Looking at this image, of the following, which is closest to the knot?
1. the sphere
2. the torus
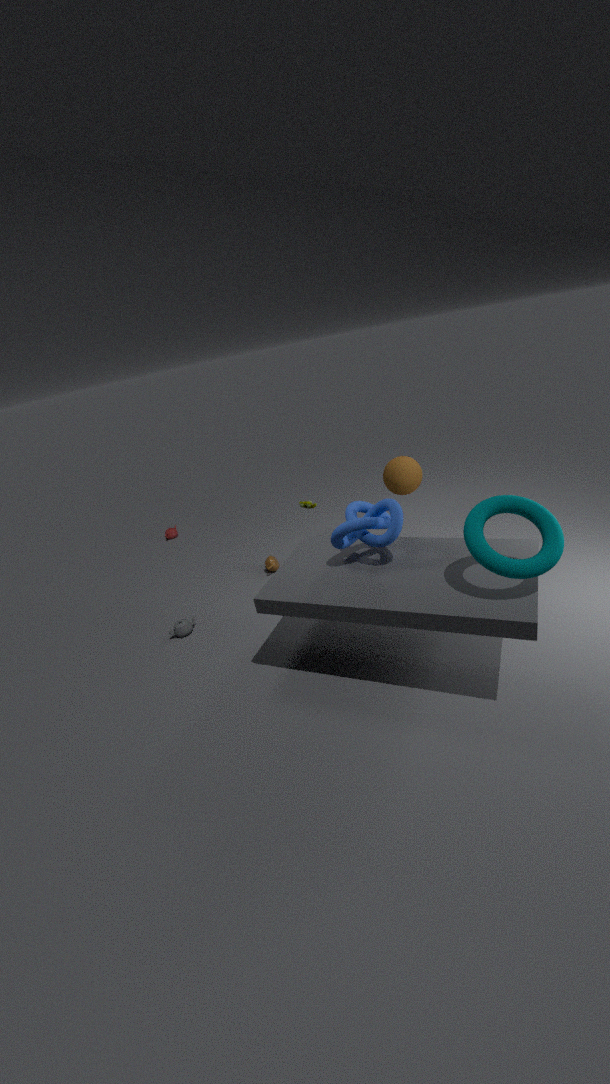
the torus
